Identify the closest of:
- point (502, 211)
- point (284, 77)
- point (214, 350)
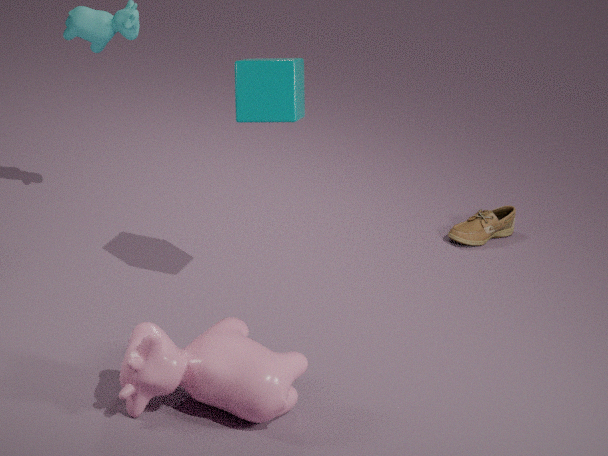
point (214, 350)
